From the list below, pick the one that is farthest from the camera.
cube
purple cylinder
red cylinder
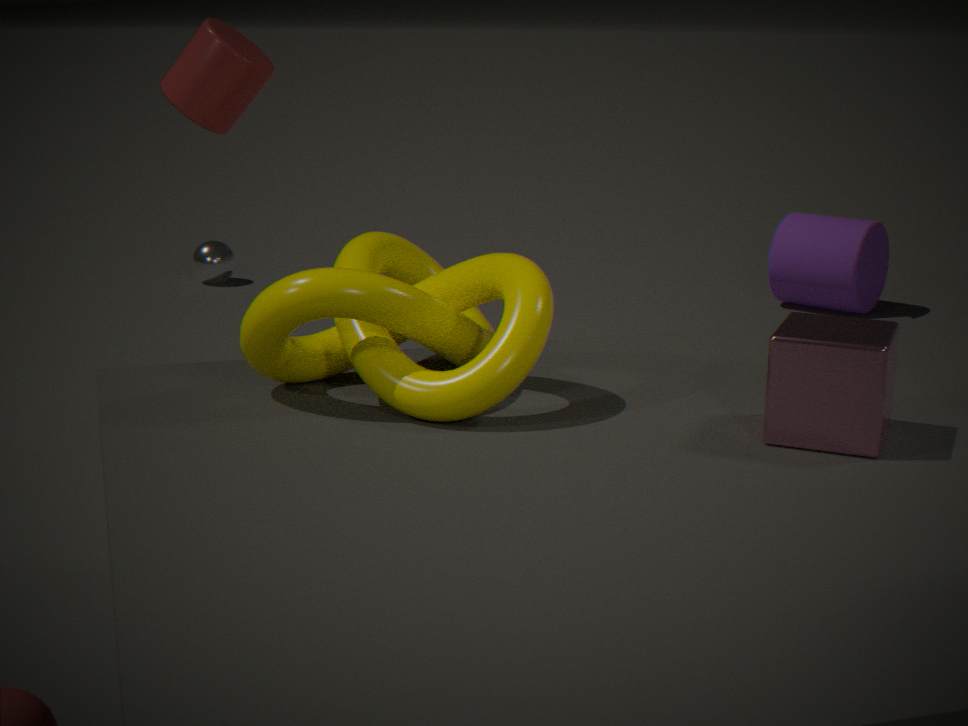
purple cylinder
